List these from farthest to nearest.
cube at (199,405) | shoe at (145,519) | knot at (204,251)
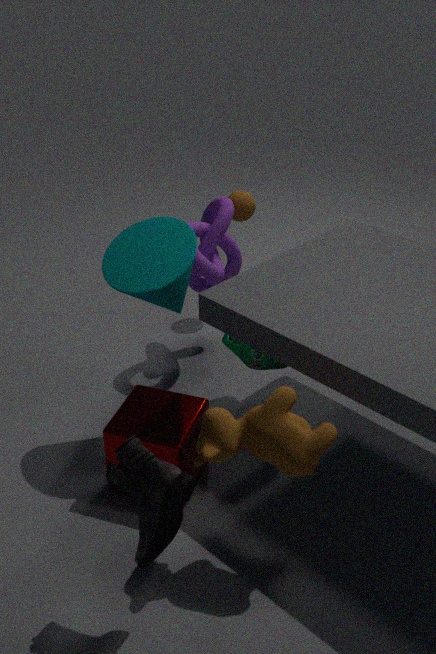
knot at (204,251) < cube at (199,405) < shoe at (145,519)
